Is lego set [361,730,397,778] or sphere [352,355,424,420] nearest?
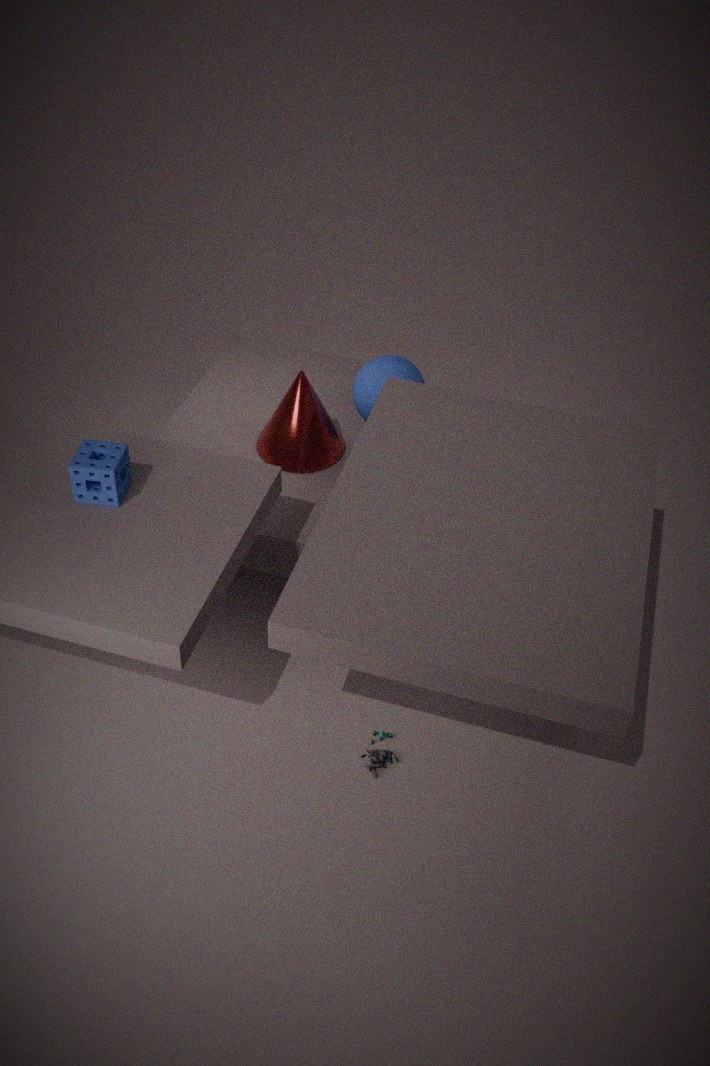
lego set [361,730,397,778]
